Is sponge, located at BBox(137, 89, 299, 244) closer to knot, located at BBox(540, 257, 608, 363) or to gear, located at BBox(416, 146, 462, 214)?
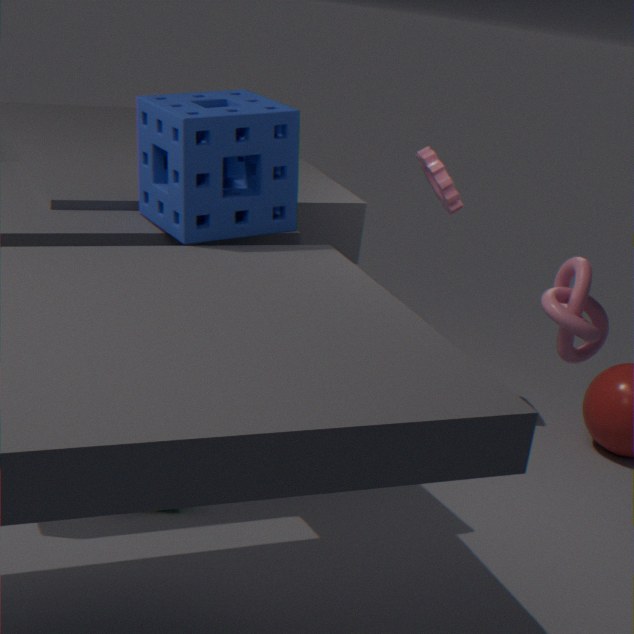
knot, located at BBox(540, 257, 608, 363)
